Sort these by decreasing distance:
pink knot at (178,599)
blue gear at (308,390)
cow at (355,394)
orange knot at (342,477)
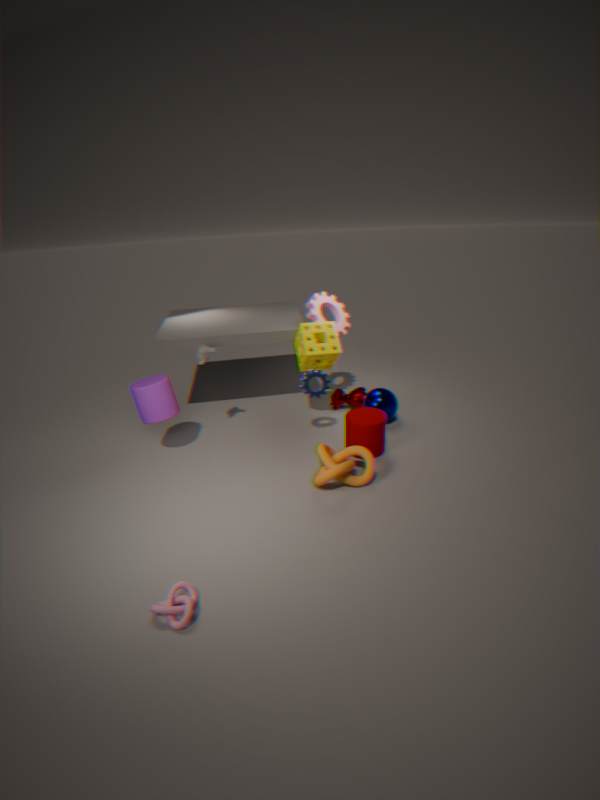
cow at (355,394), blue gear at (308,390), orange knot at (342,477), pink knot at (178,599)
